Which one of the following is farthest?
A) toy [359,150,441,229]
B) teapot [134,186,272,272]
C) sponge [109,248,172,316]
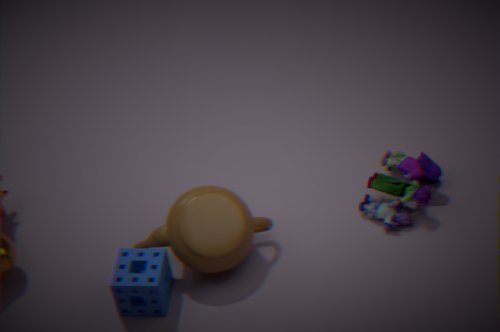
toy [359,150,441,229]
